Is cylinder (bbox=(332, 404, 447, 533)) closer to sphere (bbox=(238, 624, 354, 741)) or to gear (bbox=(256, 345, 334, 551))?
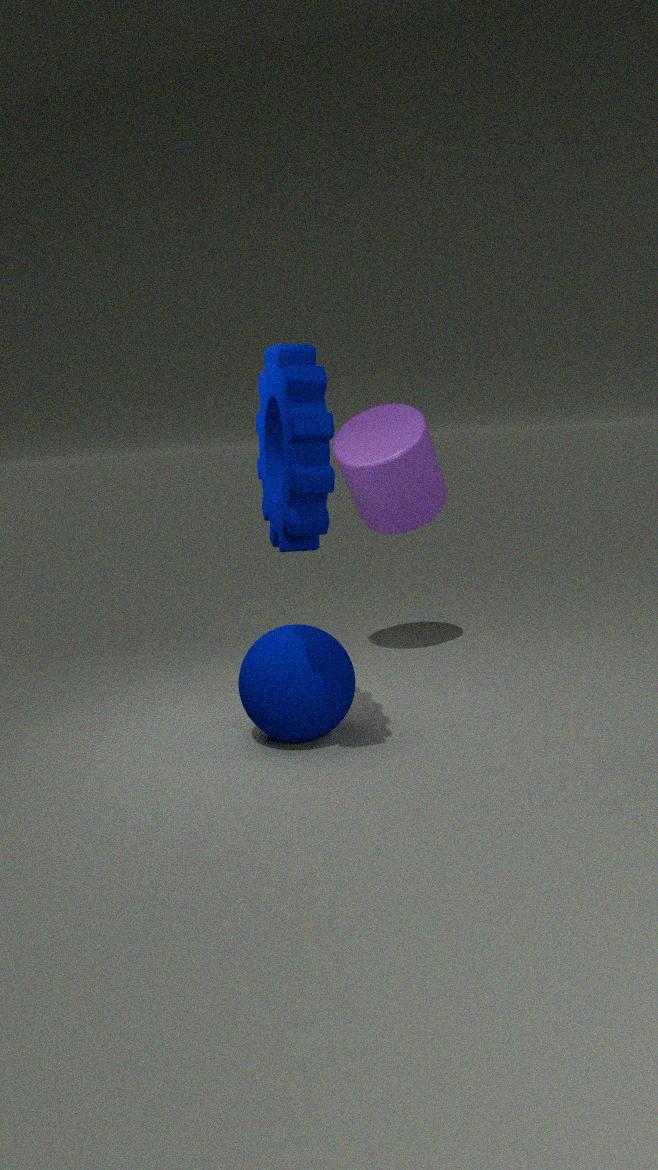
gear (bbox=(256, 345, 334, 551))
